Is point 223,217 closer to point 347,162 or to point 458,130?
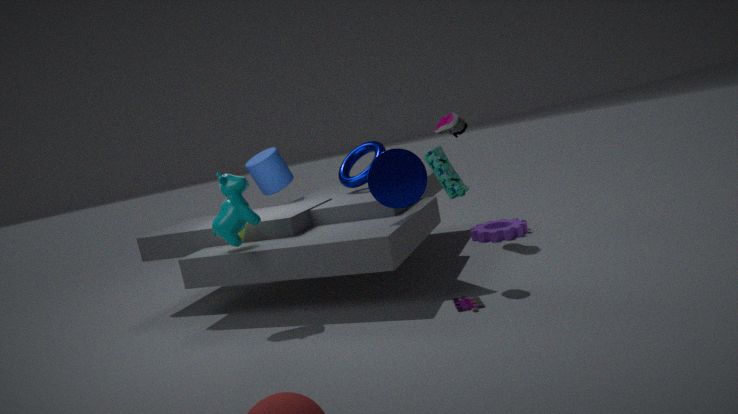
point 347,162
